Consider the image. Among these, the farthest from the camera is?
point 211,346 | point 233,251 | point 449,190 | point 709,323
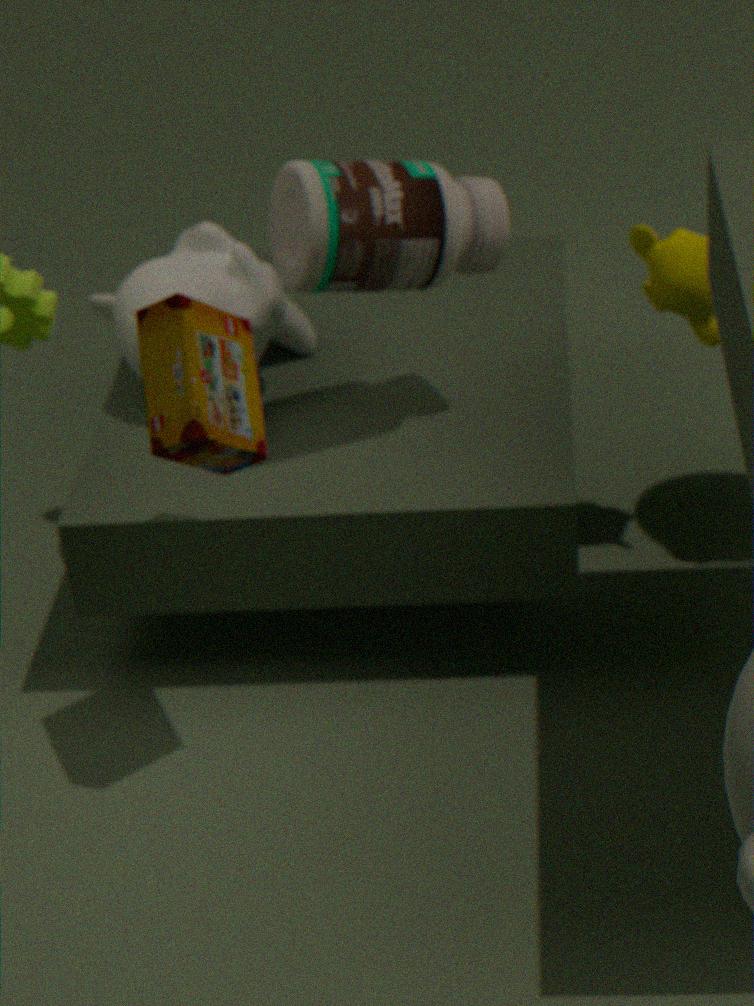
point 233,251
